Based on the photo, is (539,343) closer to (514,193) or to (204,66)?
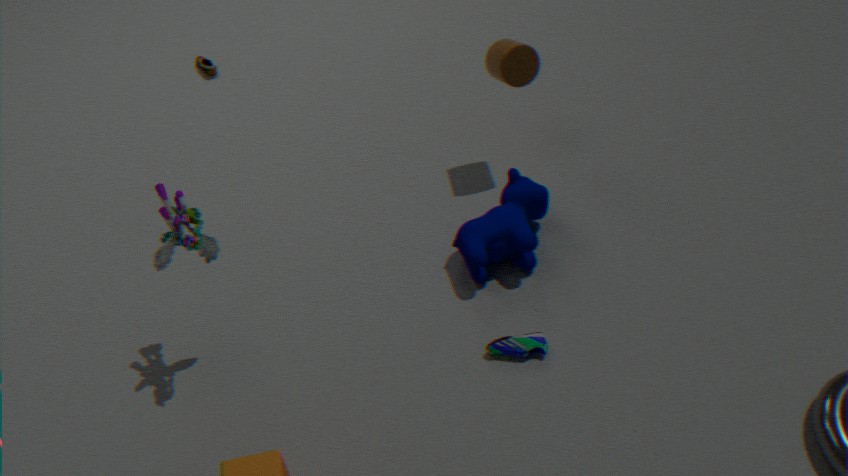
(514,193)
